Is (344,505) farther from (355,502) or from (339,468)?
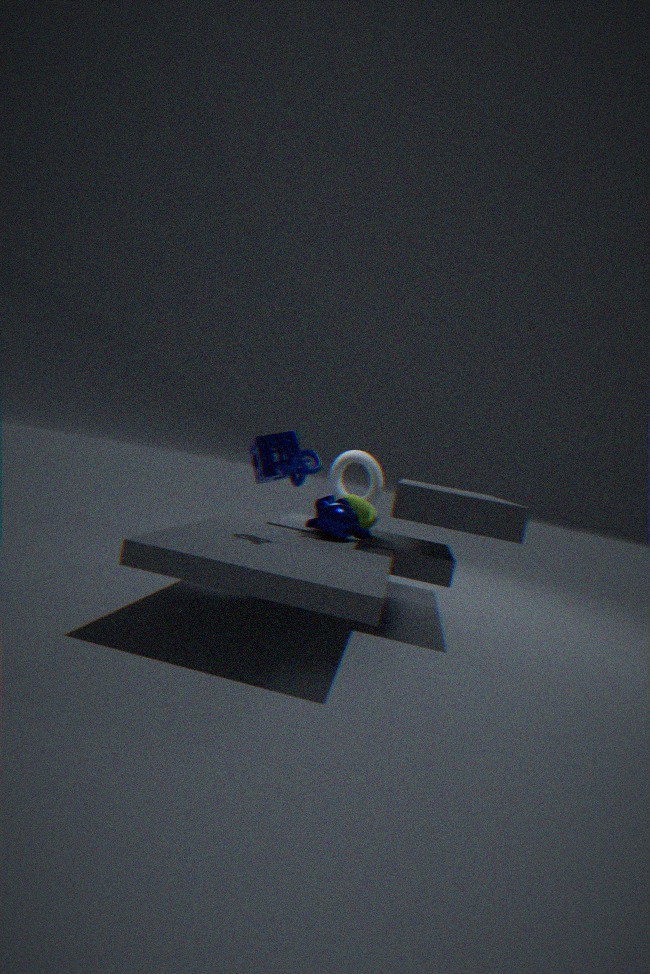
(339,468)
